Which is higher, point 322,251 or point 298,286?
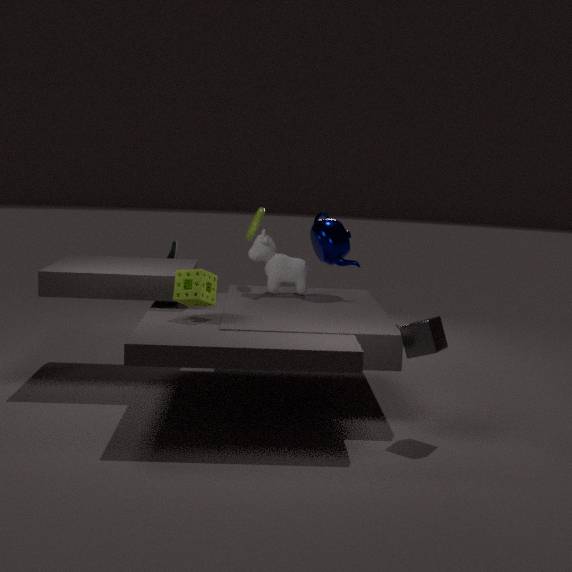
point 322,251
